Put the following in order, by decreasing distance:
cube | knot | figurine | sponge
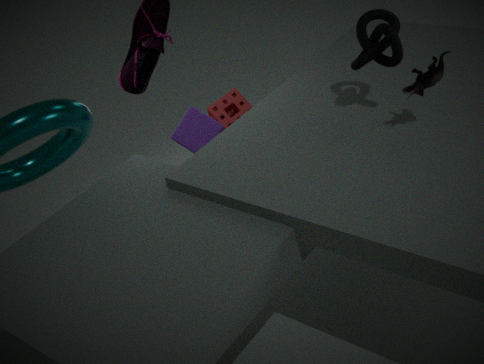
sponge → cube → knot → figurine
